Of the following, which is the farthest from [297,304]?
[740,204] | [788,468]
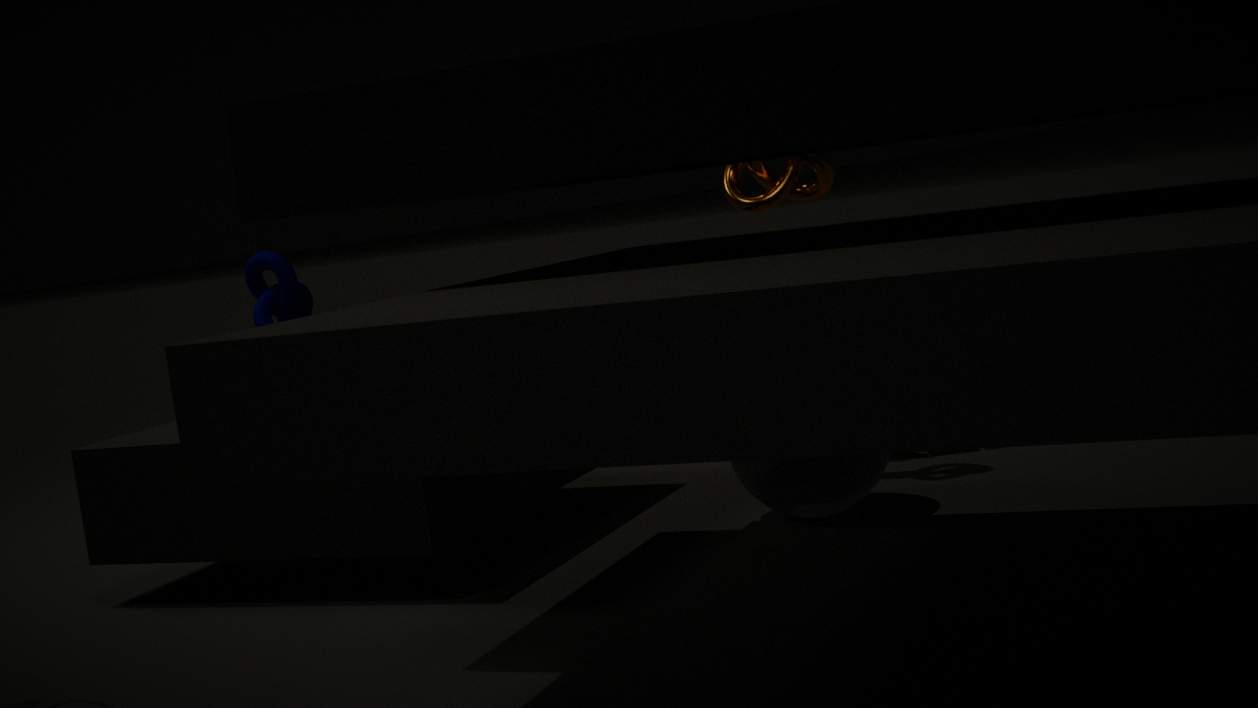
[788,468]
